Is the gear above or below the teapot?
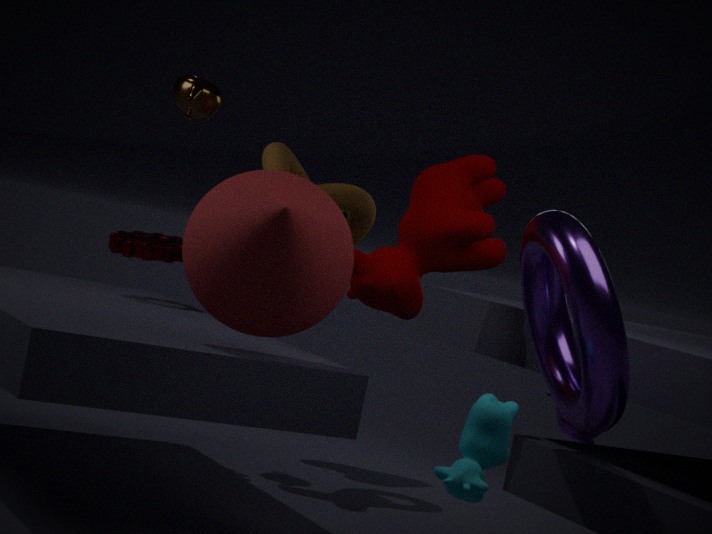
below
